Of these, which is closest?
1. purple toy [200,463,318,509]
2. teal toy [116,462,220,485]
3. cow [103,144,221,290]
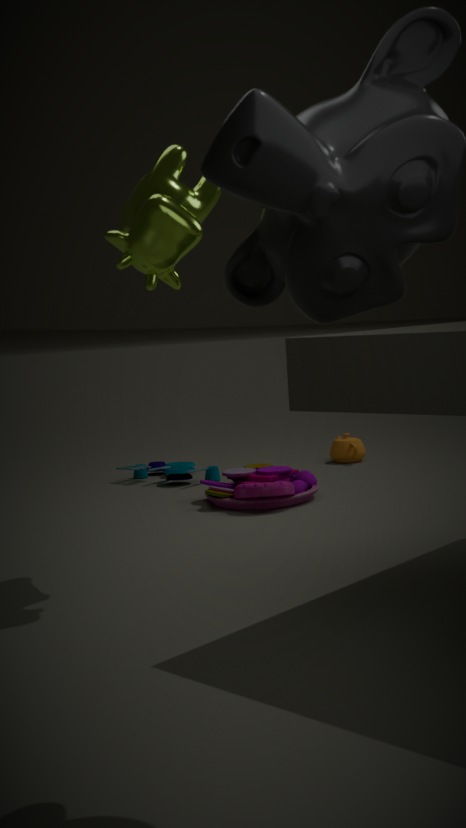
cow [103,144,221,290]
